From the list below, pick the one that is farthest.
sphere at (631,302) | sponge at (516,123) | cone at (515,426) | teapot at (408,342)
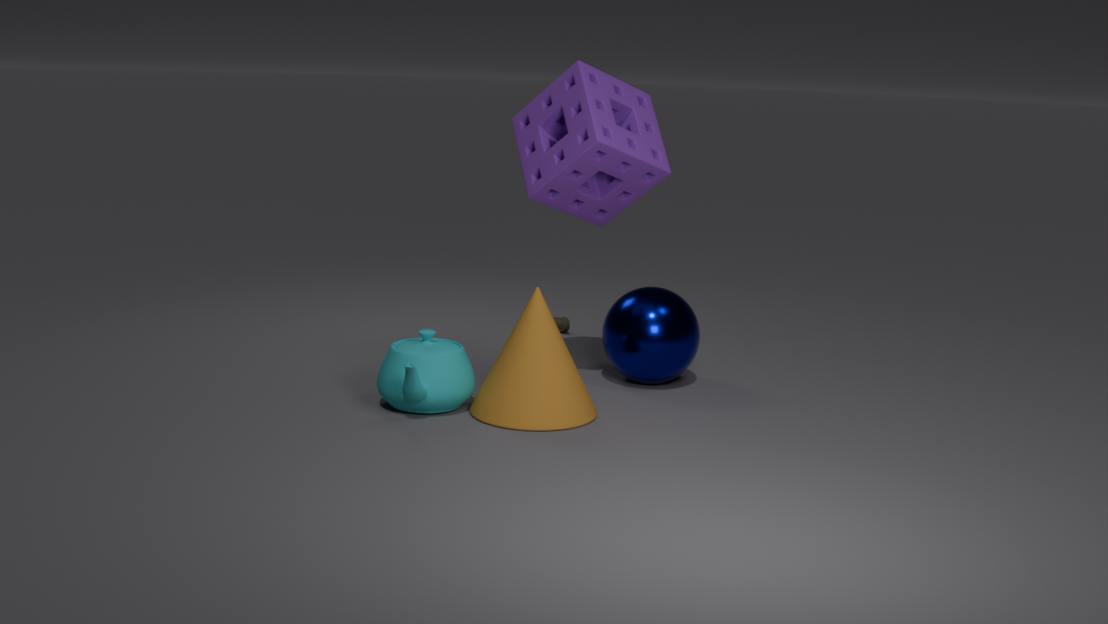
sphere at (631,302)
